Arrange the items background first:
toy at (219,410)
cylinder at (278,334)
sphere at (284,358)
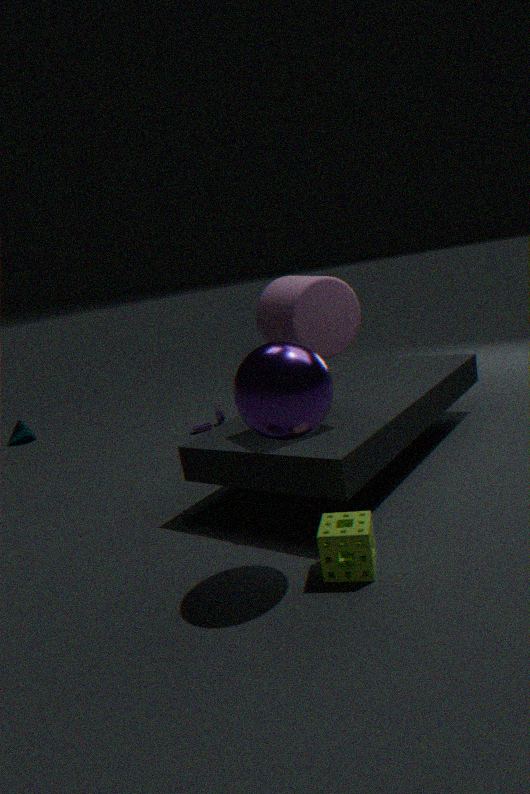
toy at (219,410) < cylinder at (278,334) < sphere at (284,358)
